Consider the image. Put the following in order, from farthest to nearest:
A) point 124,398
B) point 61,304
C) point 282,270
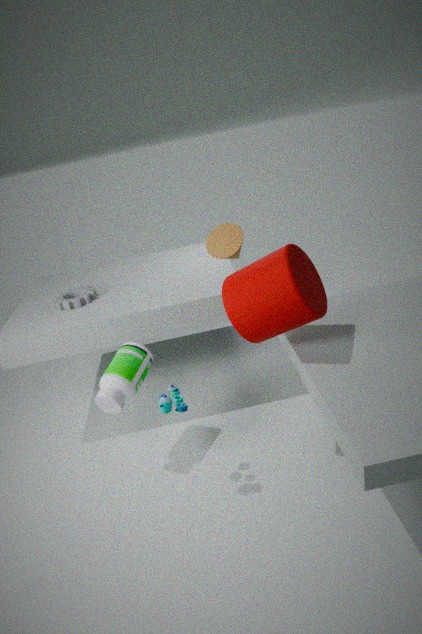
point 61,304 → point 124,398 → point 282,270
